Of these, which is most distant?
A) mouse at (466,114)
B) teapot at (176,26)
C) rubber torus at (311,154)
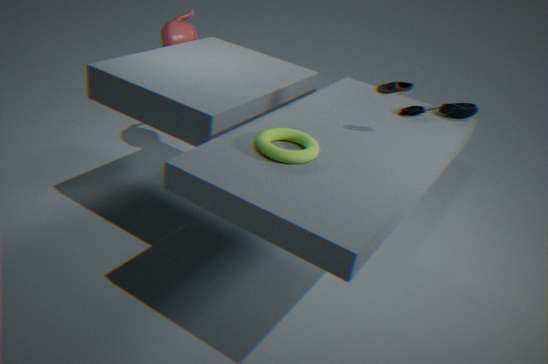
teapot at (176,26)
